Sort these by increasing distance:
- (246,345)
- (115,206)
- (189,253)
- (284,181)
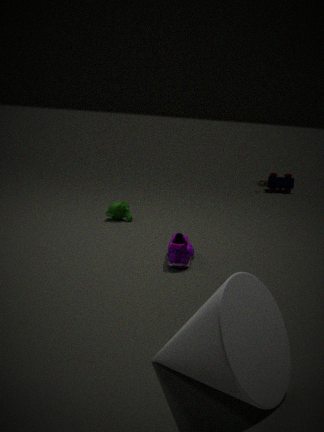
(246,345)
(189,253)
(115,206)
(284,181)
